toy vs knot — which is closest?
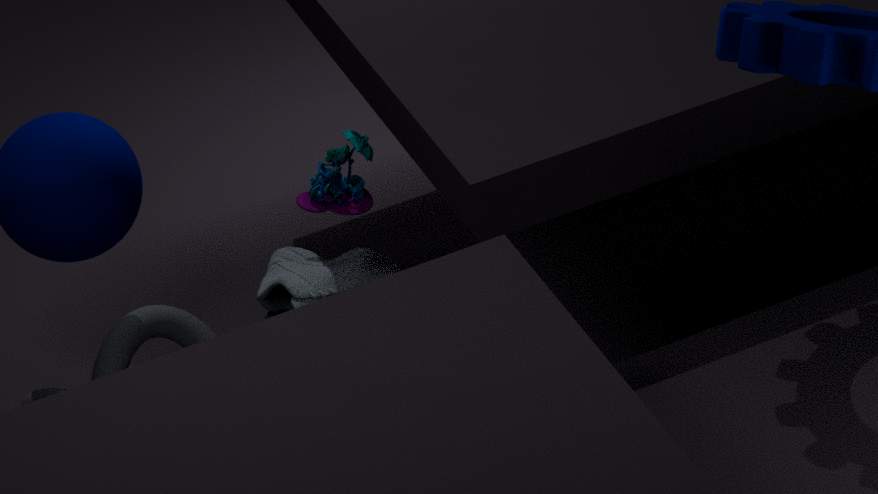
toy
